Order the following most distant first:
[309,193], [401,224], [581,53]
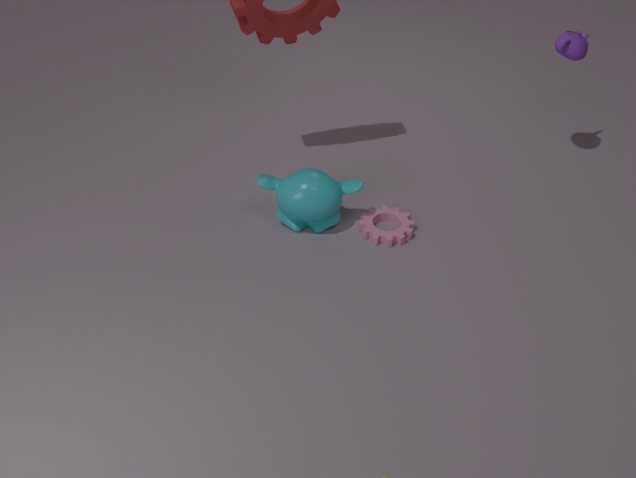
[581,53] < [401,224] < [309,193]
